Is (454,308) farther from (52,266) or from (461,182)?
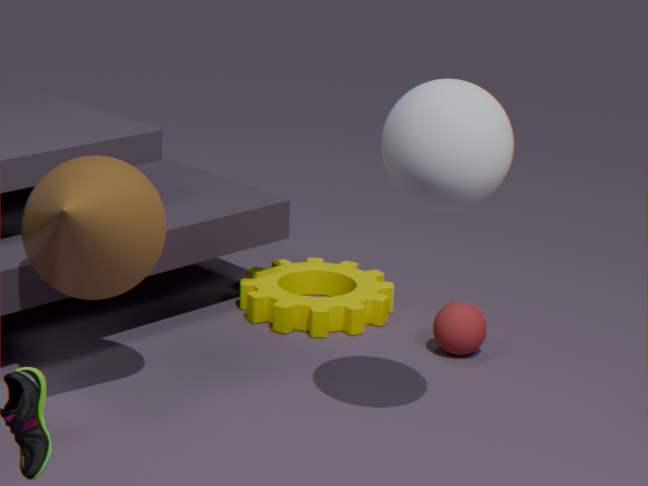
(52,266)
